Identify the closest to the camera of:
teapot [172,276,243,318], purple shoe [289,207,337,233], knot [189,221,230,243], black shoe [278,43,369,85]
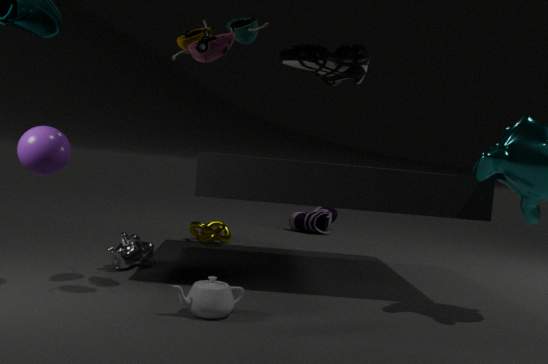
teapot [172,276,243,318]
